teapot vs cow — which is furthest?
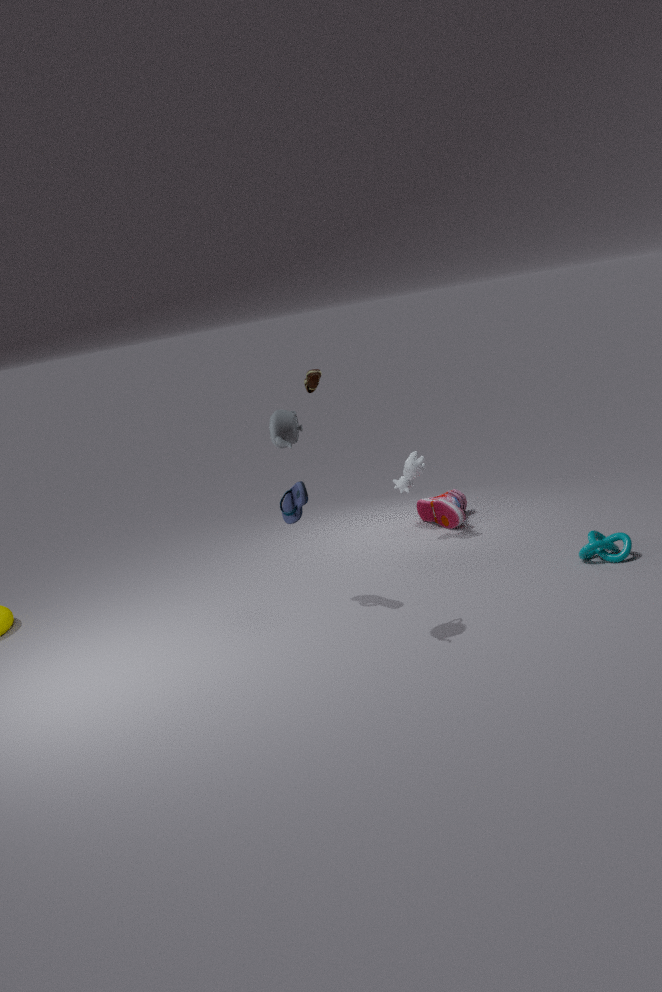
cow
